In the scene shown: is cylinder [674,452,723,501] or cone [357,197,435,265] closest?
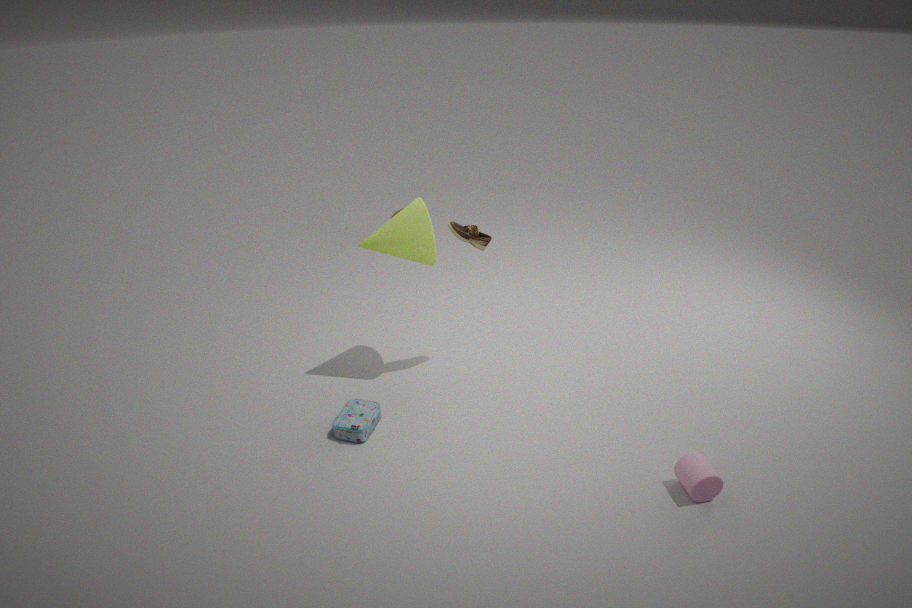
cylinder [674,452,723,501]
